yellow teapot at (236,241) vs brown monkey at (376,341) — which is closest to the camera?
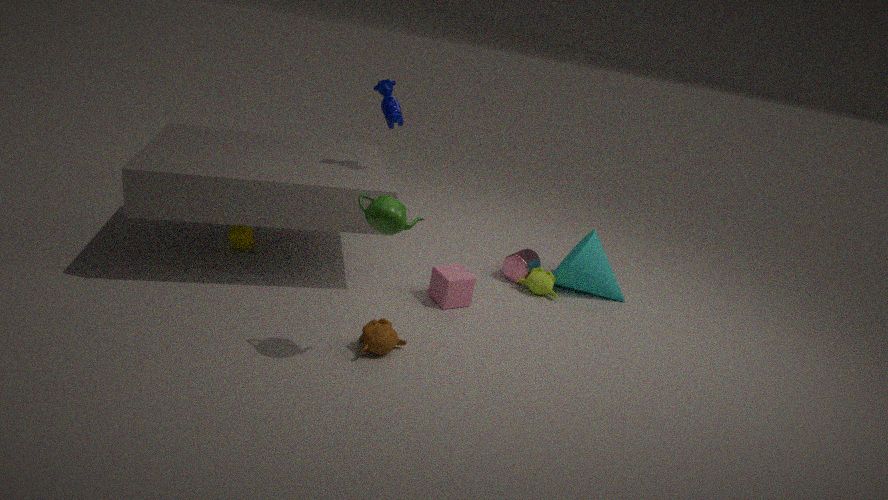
brown monkey at (376,341)
